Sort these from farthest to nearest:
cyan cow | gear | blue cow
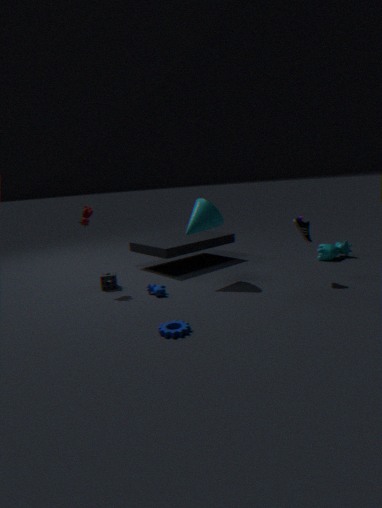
cyan cow
blue cow
gear
